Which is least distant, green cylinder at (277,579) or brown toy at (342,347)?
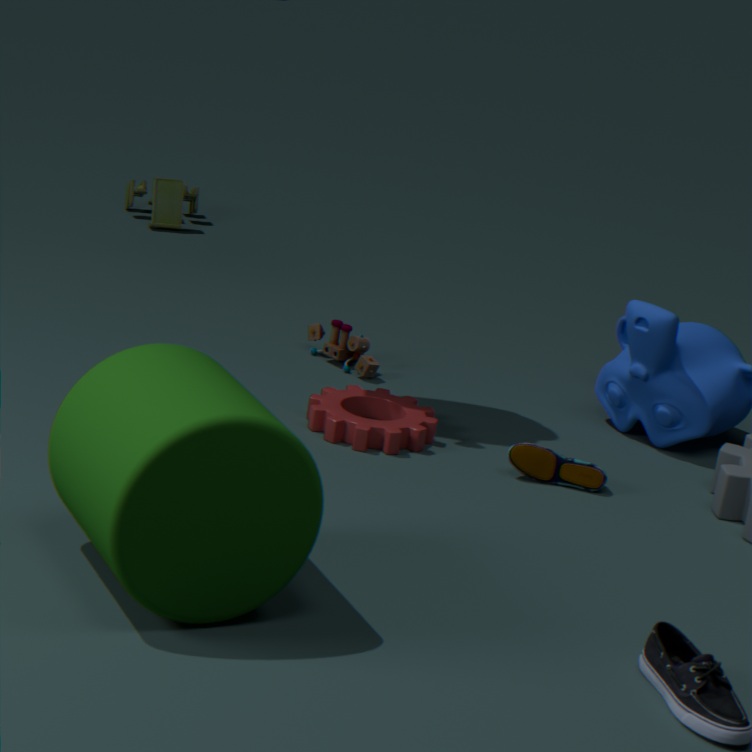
green cylinder at (277,579)
